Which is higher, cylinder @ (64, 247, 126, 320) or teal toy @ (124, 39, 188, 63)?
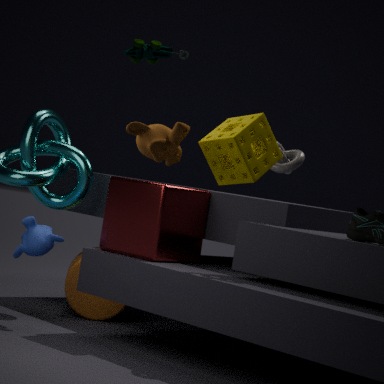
teal toy @ (124, 39, 188, 63)
